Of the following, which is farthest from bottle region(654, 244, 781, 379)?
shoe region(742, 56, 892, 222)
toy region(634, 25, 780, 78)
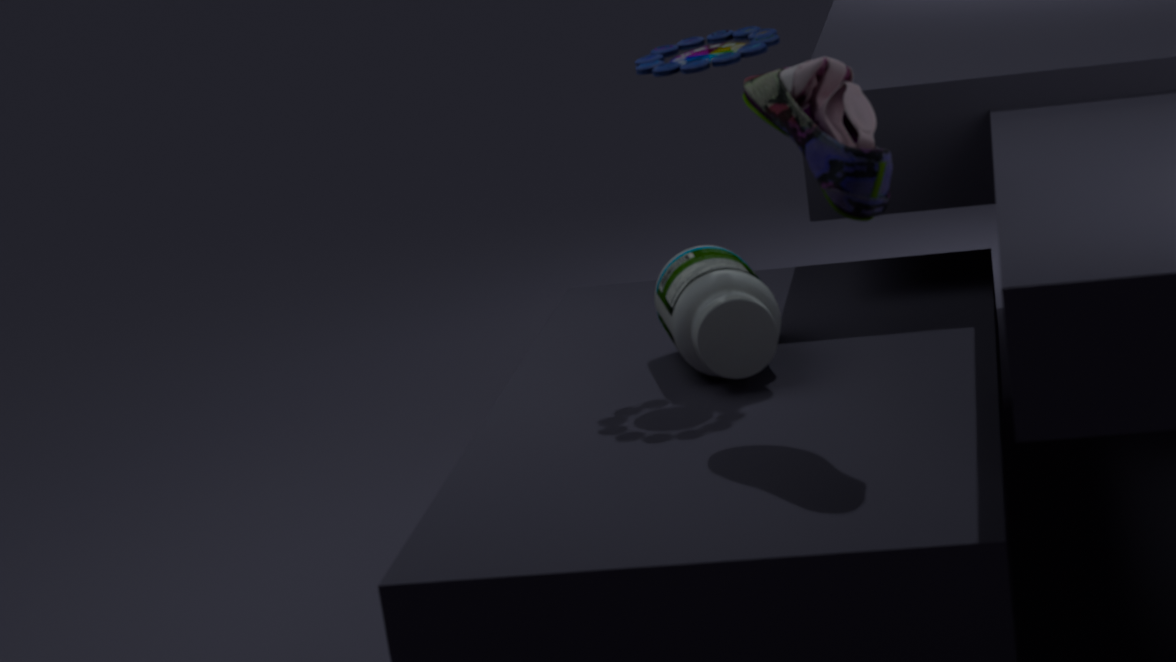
toy region(634, 25, 780, 78)
